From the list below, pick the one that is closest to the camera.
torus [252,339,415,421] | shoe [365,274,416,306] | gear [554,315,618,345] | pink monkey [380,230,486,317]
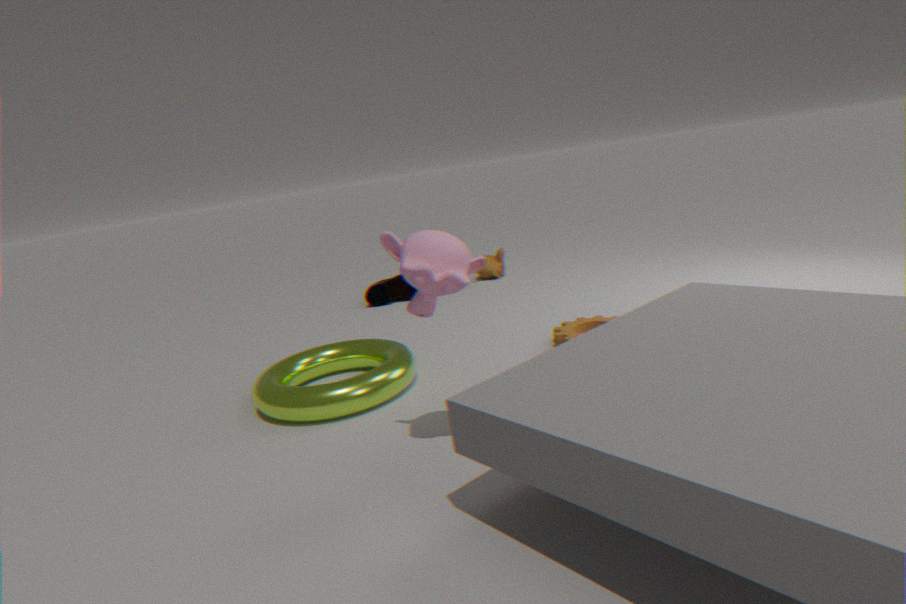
pink monkey [380,230,486,317]
